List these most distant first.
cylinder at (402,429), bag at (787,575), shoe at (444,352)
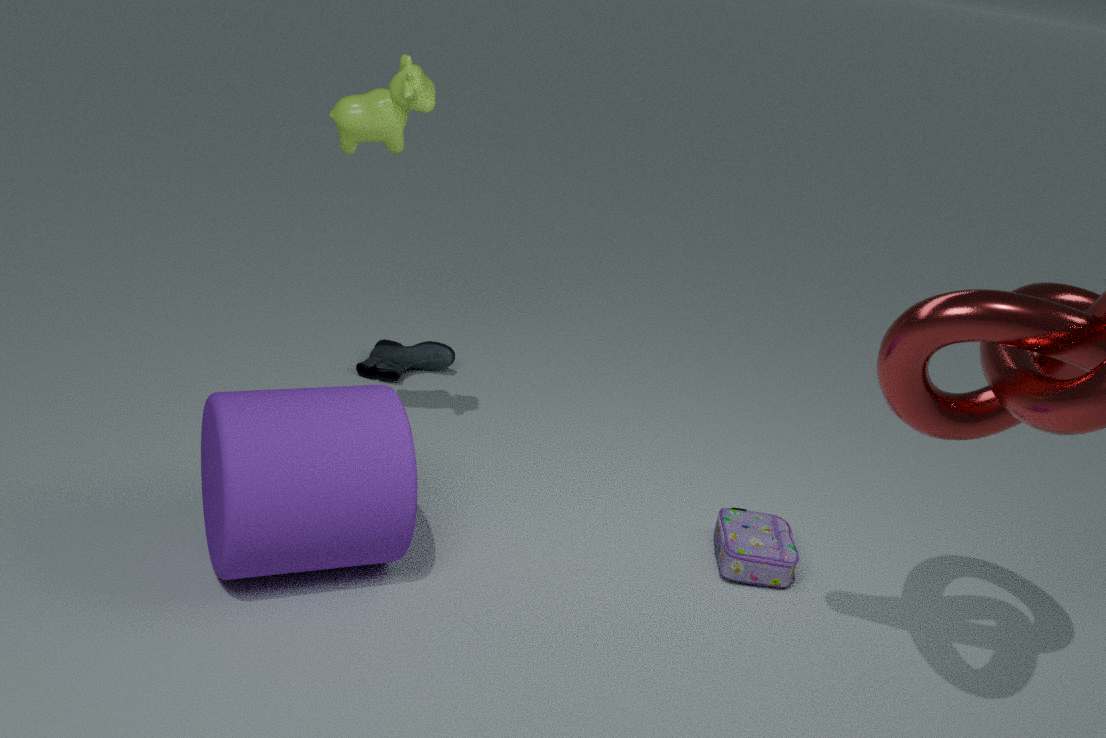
shoe at (444,352) → bag at (787,575) → cylinder at (402,429)
